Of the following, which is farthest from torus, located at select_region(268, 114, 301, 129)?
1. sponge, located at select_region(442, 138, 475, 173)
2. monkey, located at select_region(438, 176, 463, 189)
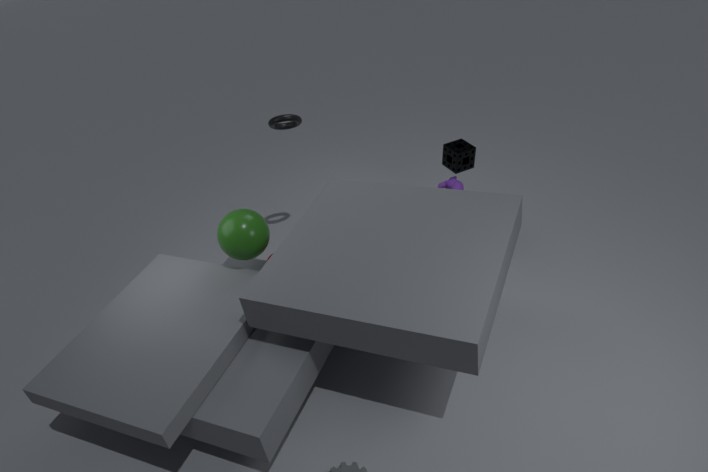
monkey, located at select_region(438, 176, 463, 189)
